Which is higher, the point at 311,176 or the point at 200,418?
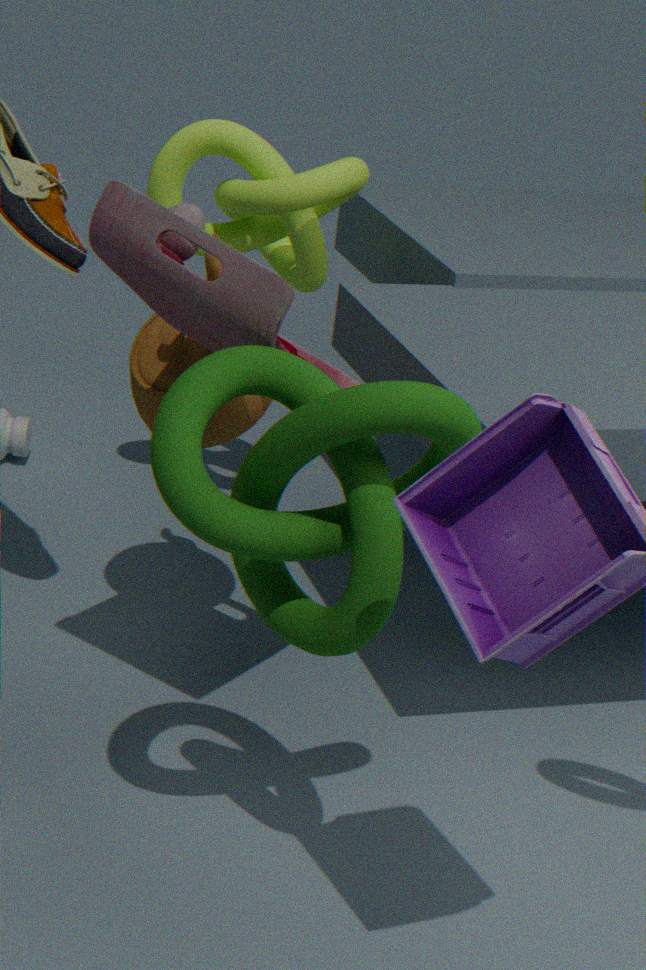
the point at 311,176
